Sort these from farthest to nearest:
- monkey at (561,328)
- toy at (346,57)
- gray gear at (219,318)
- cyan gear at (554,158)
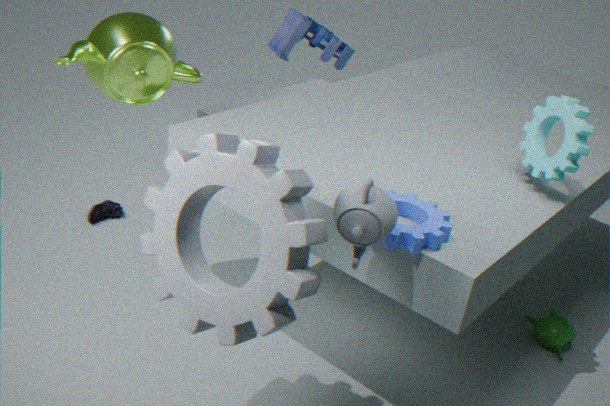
toy at (346,57)
monkey at (561,328)
cyan gear at (554,158)
gray gear at (219,318)
